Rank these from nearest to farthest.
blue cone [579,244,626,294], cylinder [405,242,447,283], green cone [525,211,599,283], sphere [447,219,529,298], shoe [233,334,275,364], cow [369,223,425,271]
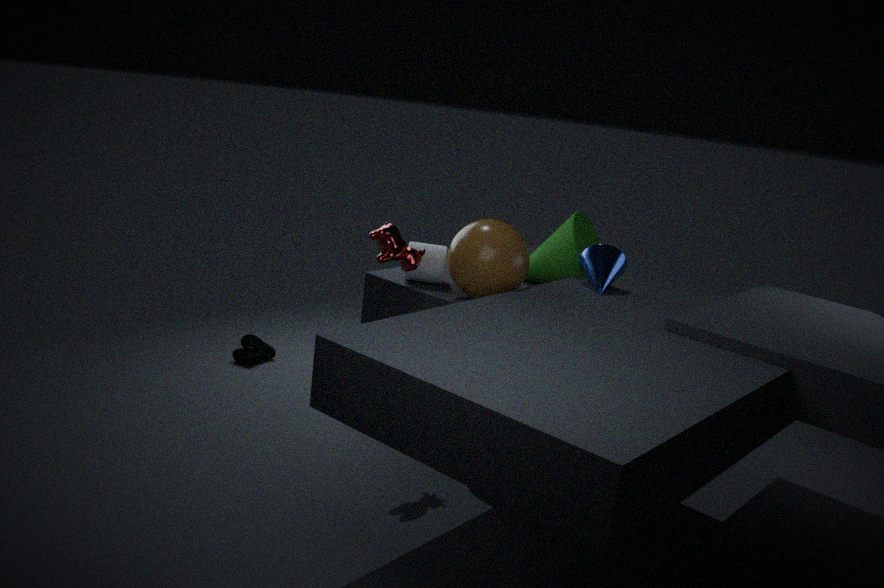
cow [369,223,425,271]
sphere [447,219,529,298]
blue cone [579,244,626,294]
cylinder [405,242,447,283]
green cone [525,211,599,283]
shoe [233,334,275,364]
